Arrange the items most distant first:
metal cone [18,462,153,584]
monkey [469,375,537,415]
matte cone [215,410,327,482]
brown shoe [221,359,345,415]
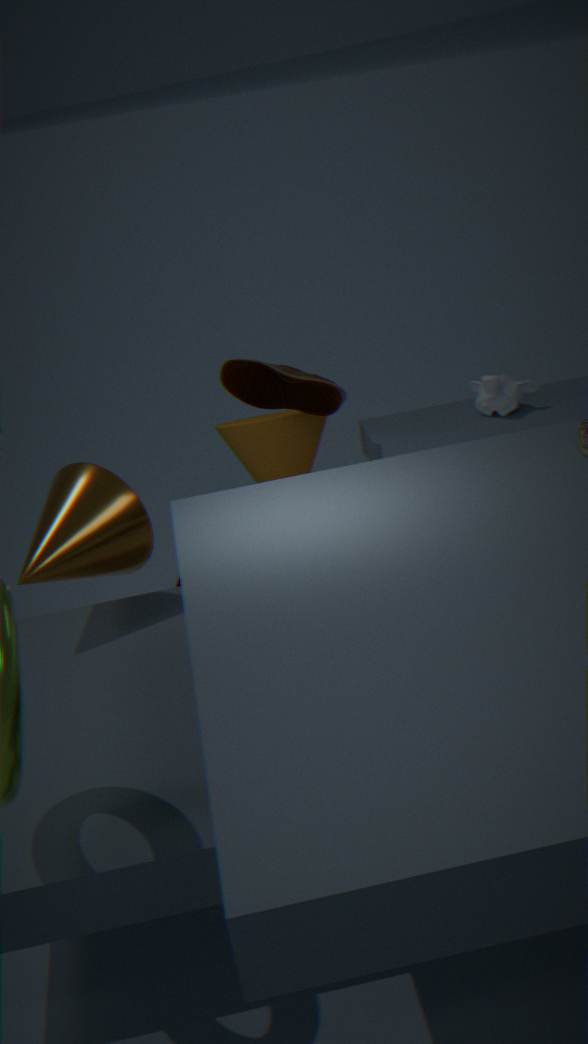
matte cone [215,410,327,482] → monkey [469,375,537,415] → brown shoe [221,359,345,415] → metal cone [18,462,153,584]
